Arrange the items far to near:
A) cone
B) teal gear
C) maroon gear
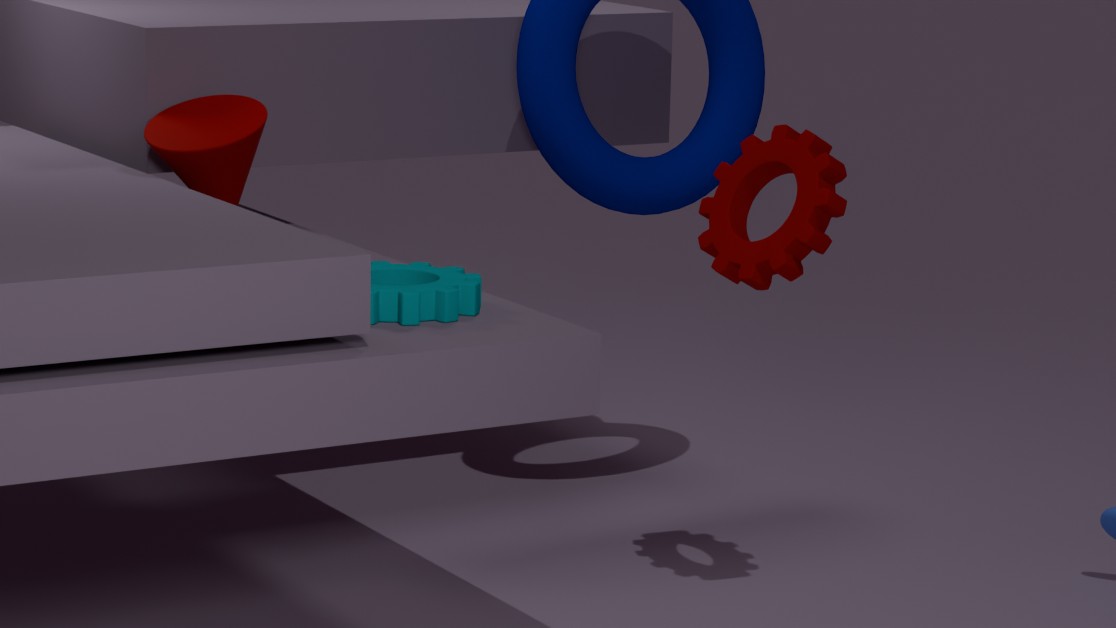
1. A. cone
2. C. maroon gear
3. B. teal gear
